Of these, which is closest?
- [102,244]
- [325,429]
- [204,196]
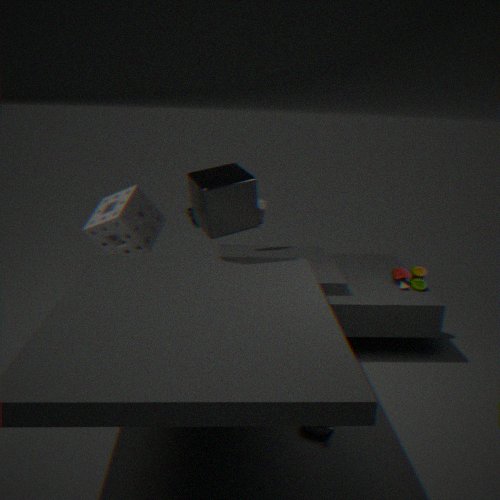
[325,429]
